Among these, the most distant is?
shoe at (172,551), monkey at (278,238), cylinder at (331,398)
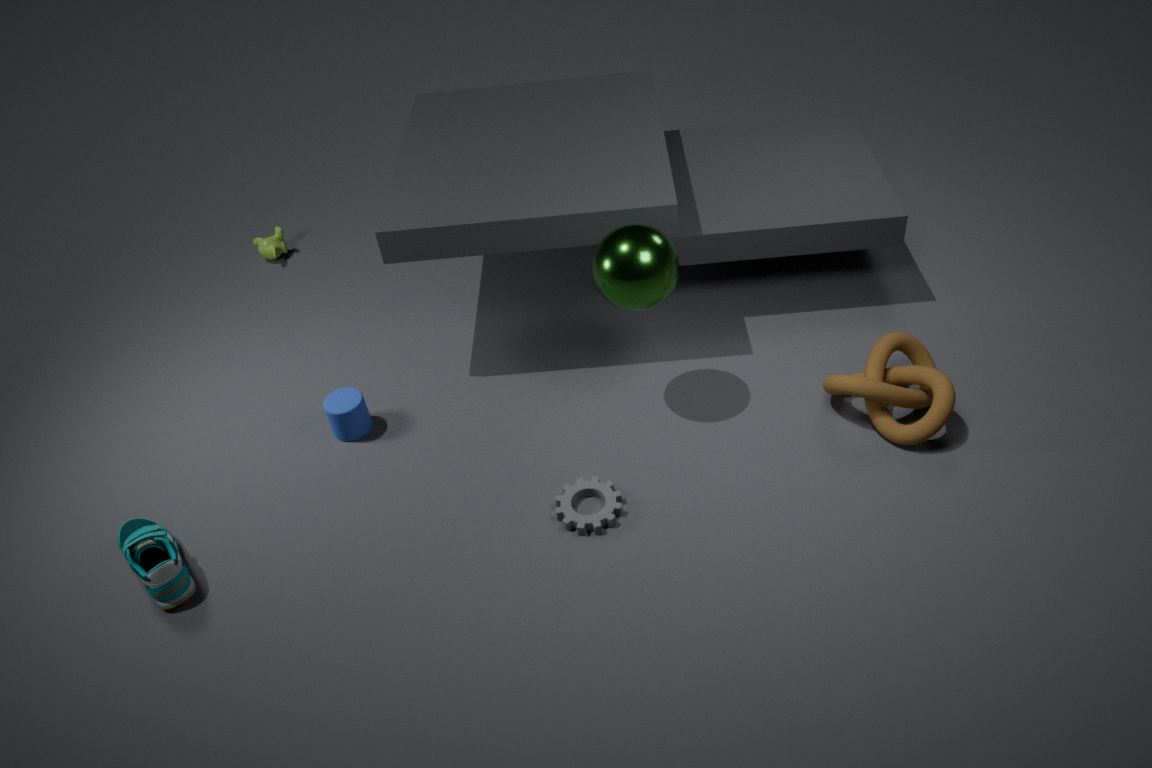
monkey at (278,238)
